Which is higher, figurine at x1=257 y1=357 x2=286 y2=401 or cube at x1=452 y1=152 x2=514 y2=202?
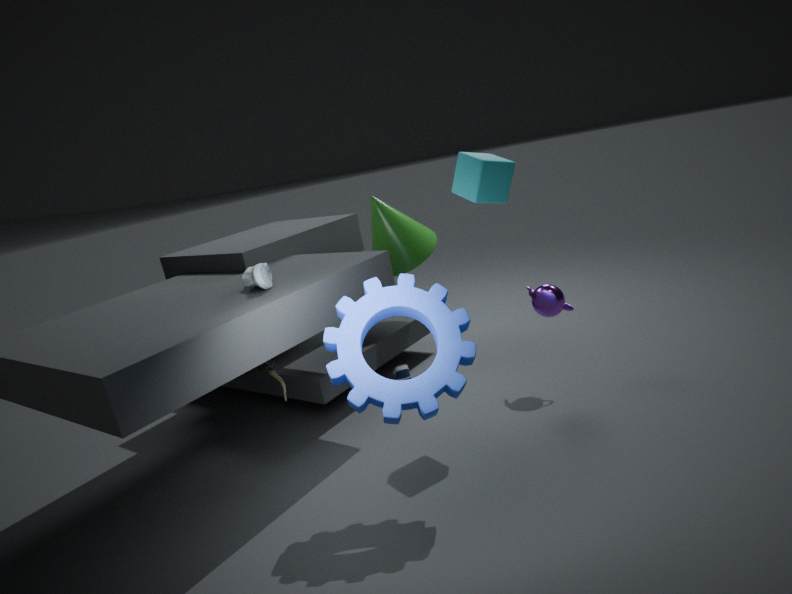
cube at x1=452 y1=152 x2=514 y2=202
